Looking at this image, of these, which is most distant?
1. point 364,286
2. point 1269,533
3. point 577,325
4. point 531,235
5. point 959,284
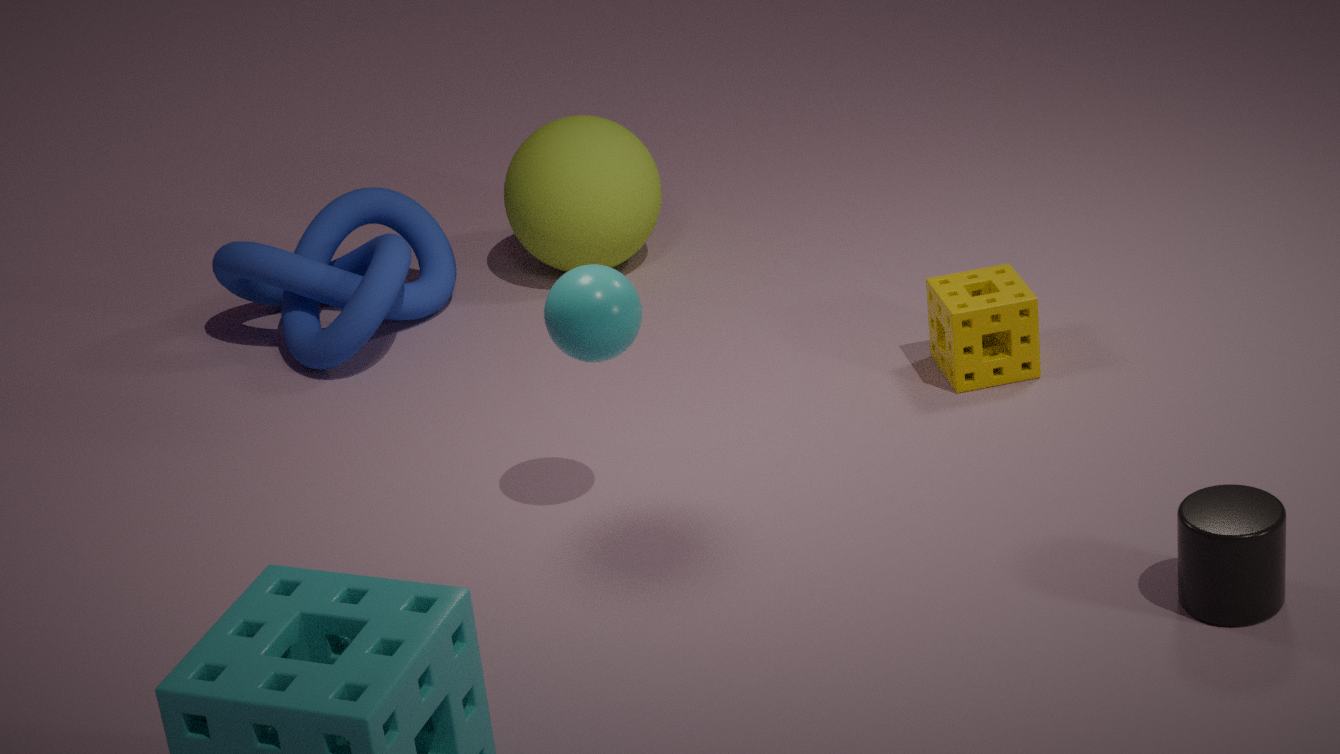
point 531,235
